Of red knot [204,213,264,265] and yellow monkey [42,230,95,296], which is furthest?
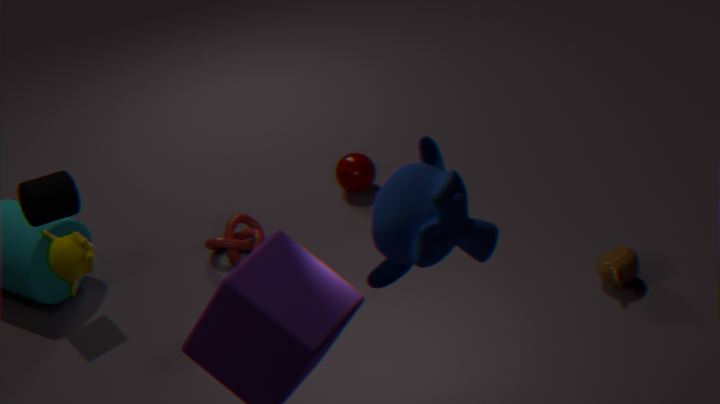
red knot [204,213,264,265]
